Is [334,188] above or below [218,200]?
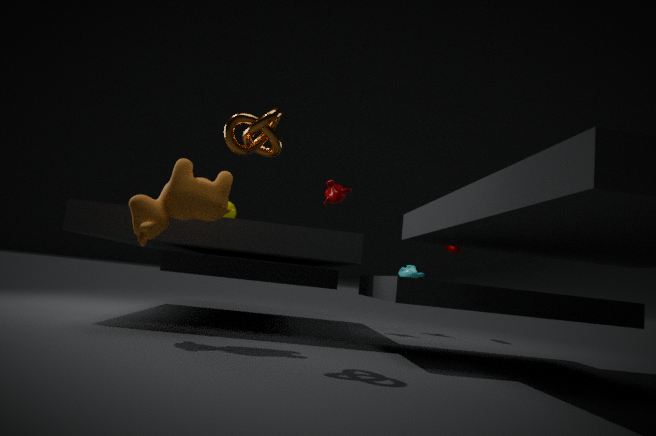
above
